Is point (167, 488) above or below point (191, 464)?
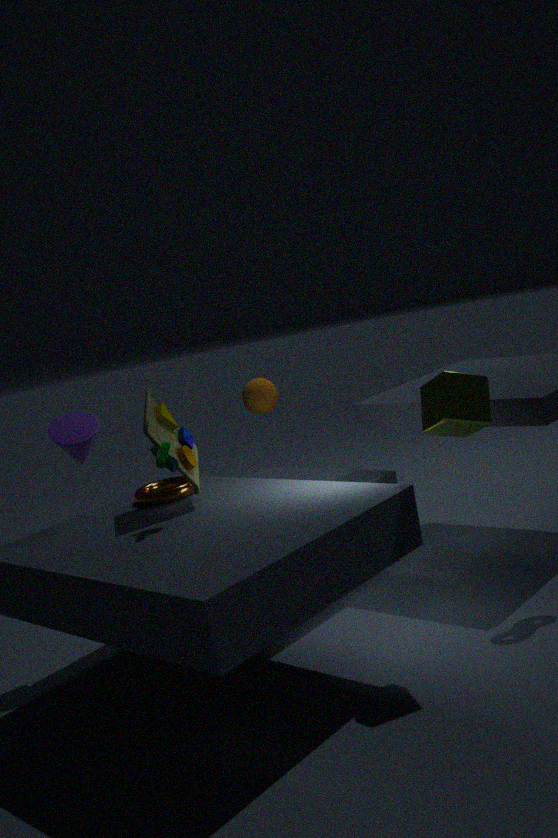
below
